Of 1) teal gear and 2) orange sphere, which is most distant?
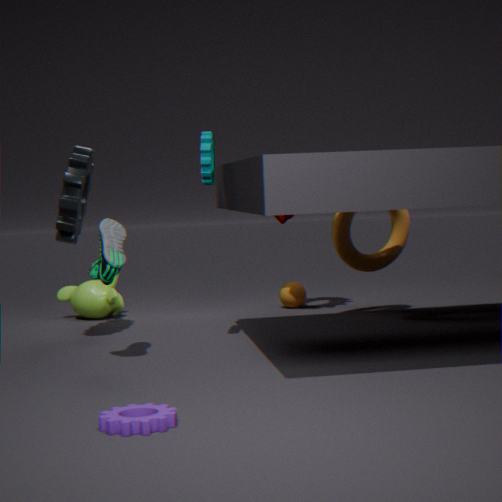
2. orange sphere
